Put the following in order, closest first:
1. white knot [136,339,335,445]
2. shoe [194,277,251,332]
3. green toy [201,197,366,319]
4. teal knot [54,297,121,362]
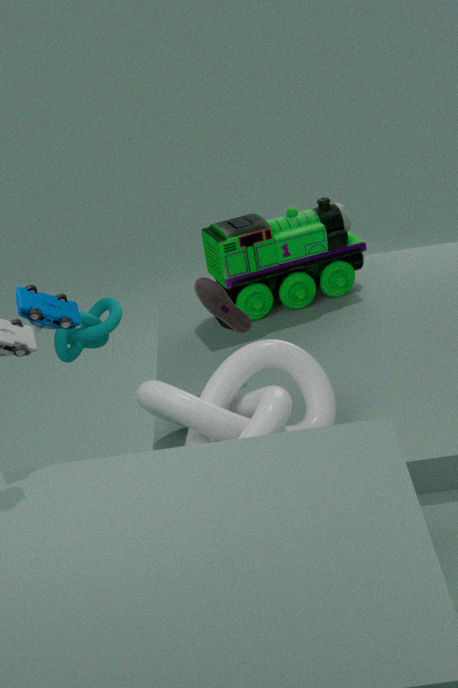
1. white knot [136,339,335,445]
2. shoe [194,277,251,332]
3. teal knot [54,297,121,362]
4. green toy [201,197,366,319]
